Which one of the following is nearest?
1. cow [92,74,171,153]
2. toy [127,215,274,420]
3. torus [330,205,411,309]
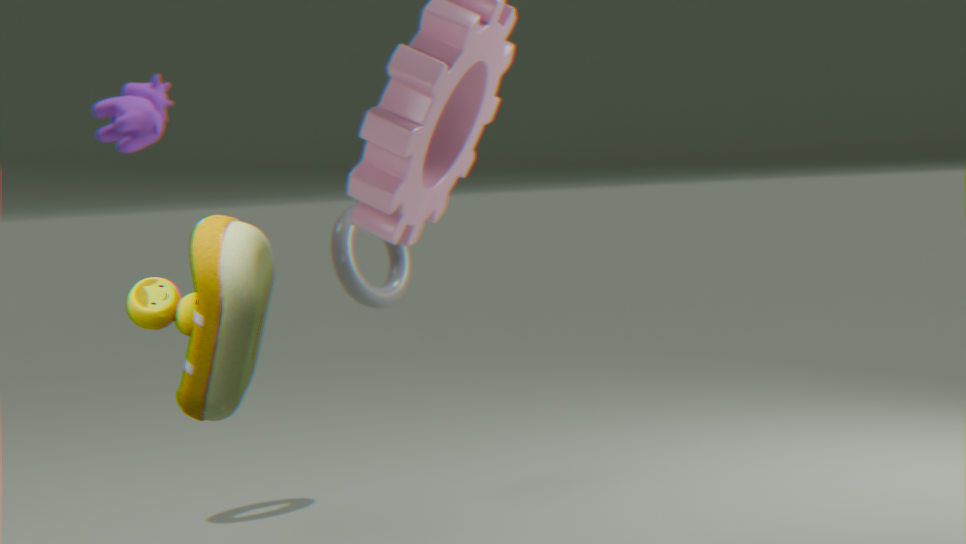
toy [127,215,274,420]
